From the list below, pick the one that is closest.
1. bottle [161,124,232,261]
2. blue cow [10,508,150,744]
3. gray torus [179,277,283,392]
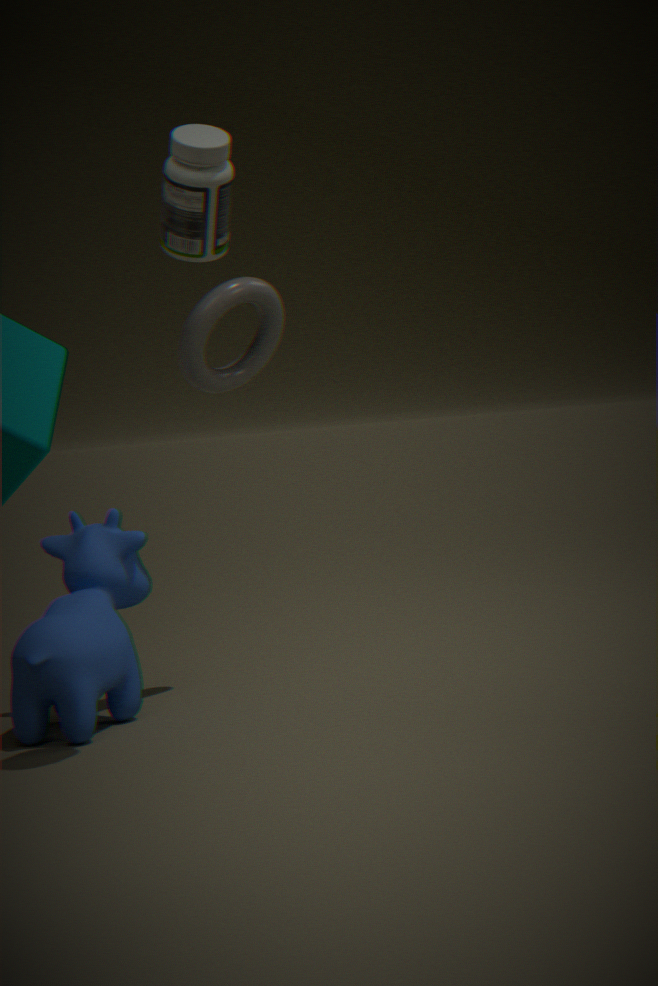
bottle [161,124,232,261]
